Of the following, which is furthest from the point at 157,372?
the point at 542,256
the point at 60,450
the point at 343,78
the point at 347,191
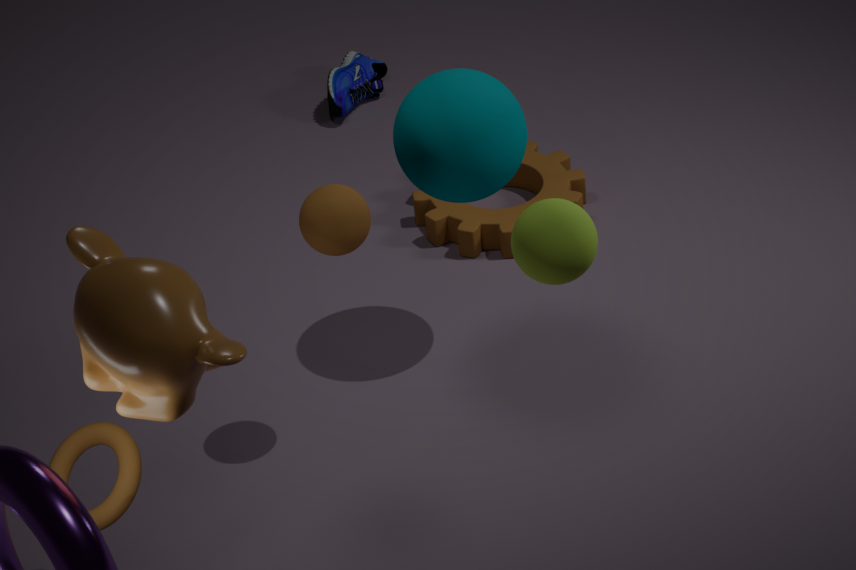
the point at 343,78
